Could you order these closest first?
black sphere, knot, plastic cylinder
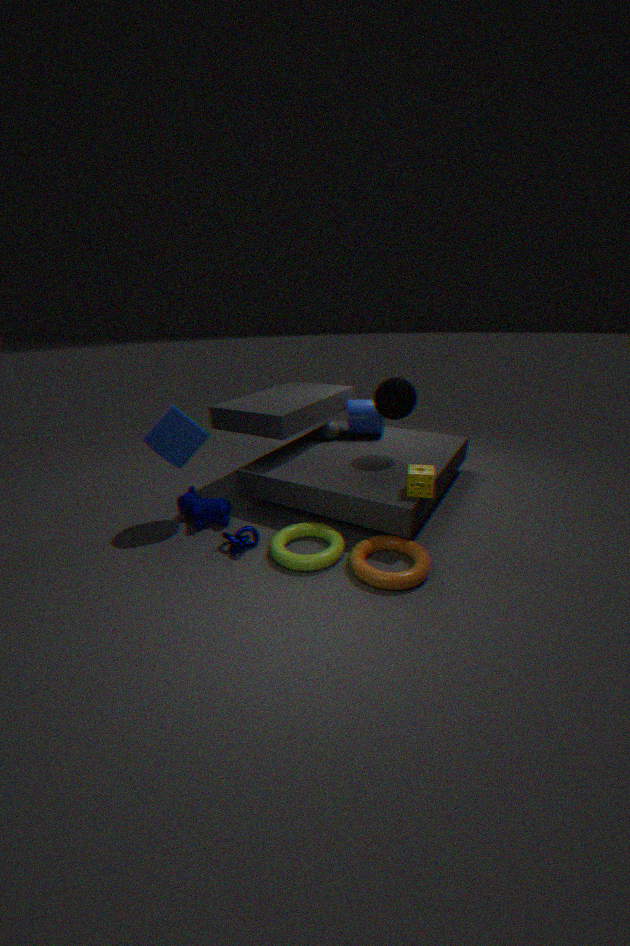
knot → black sphere → plastic cylinder
